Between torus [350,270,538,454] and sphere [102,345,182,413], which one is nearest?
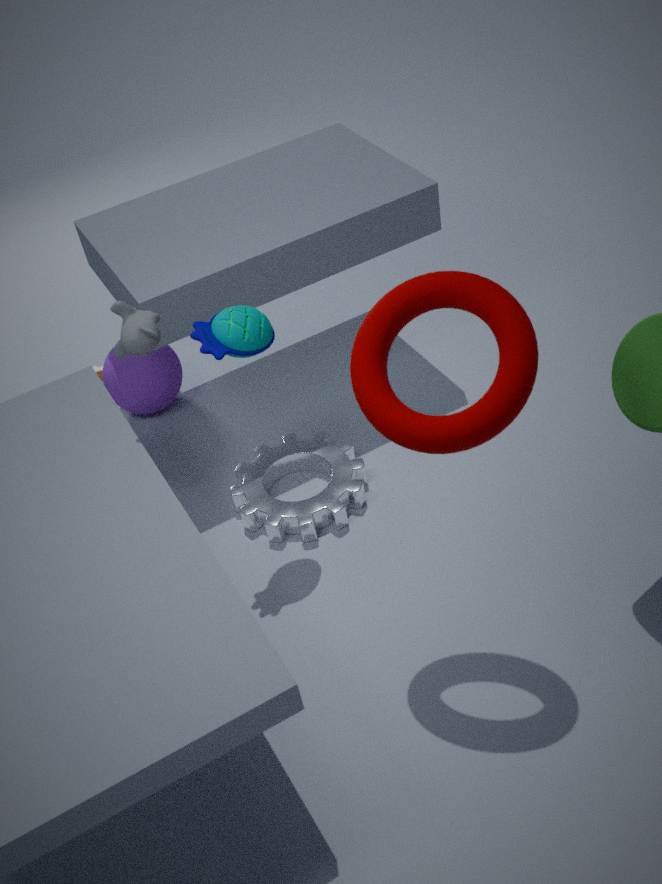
torus [350,270,538,454]
